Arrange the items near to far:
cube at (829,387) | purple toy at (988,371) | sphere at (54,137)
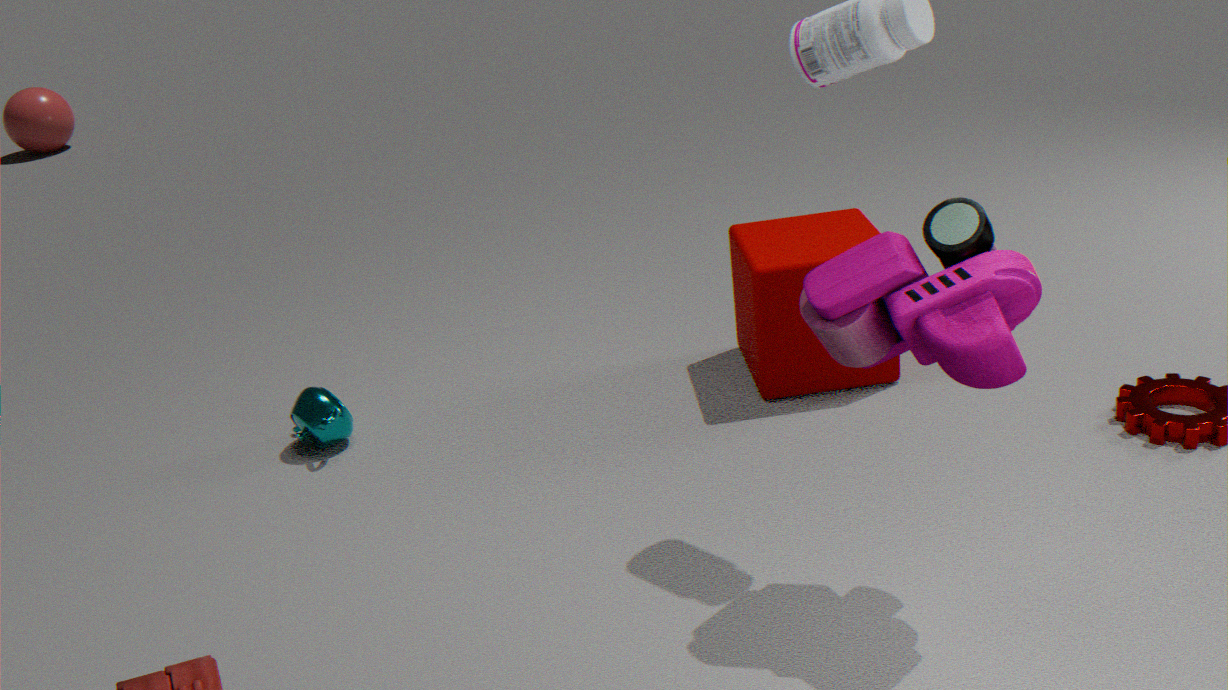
1. purple toy at (988,371)
2. cube at (829,387)
3. sphere at (54,137)
